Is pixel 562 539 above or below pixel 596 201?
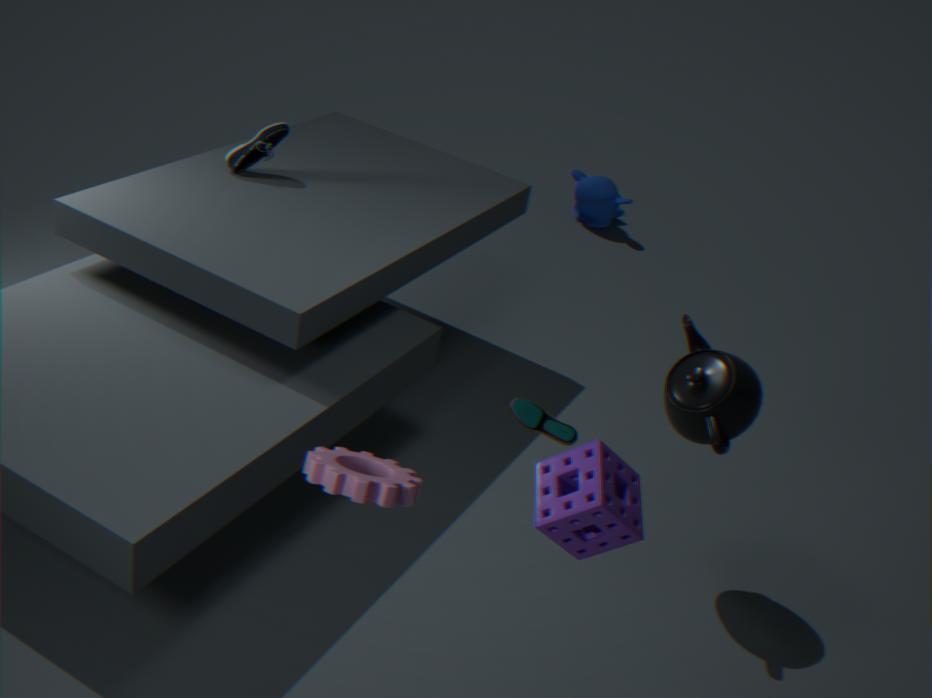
above
